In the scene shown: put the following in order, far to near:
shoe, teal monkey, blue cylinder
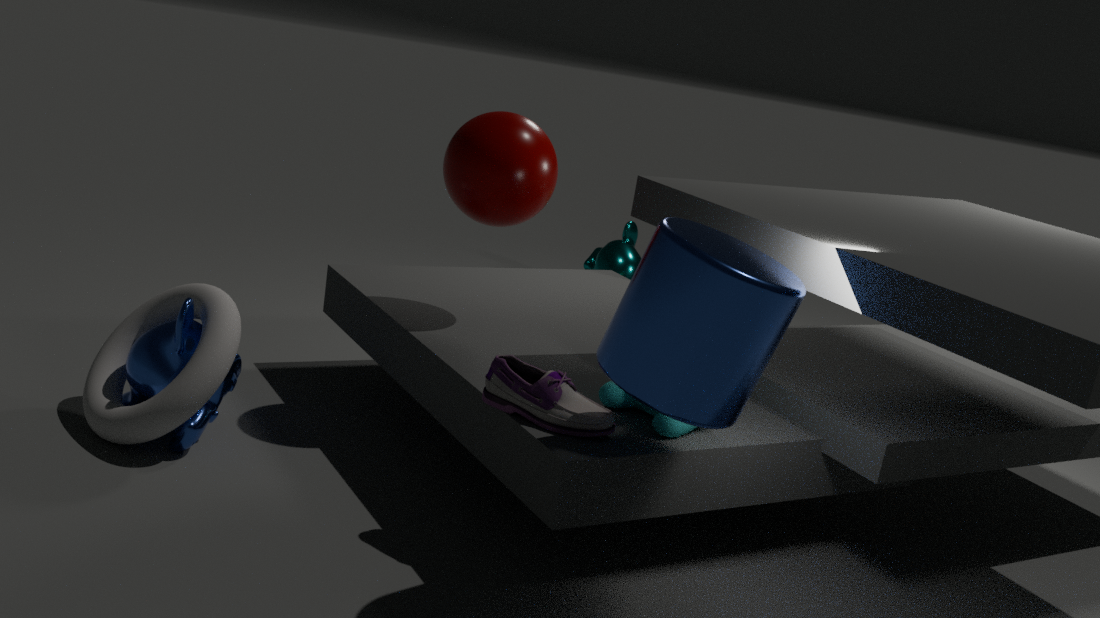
teal monkey
shoe
blue cylinder
